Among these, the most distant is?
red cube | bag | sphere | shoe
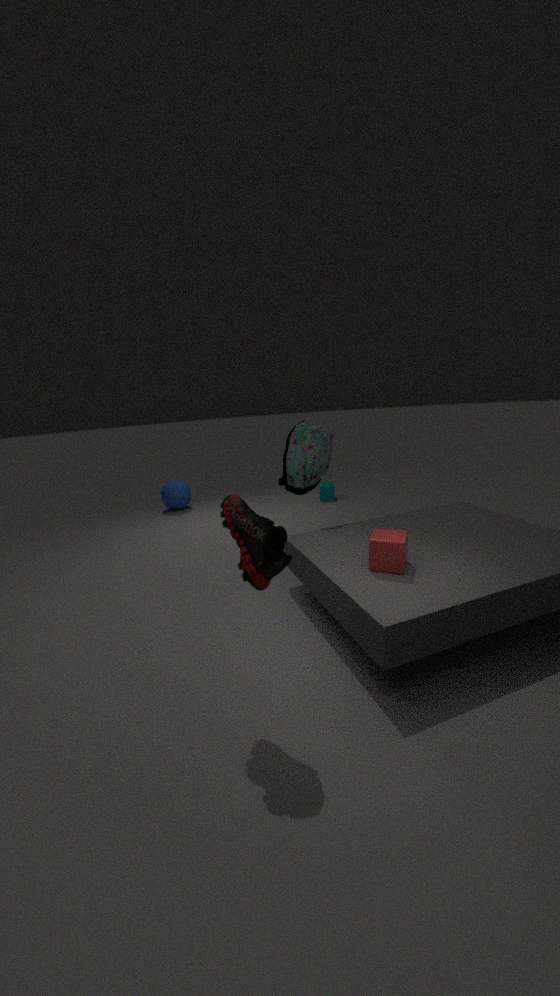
sphere
